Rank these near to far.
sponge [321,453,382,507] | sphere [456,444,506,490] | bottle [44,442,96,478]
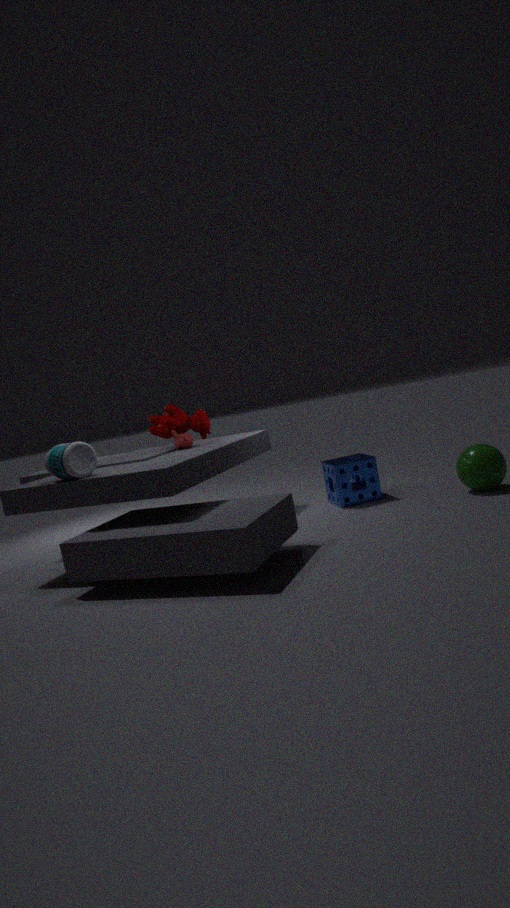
bottle [44,442,96,478], sphere [456,444,506,490], sponge [321,453,382,507]
